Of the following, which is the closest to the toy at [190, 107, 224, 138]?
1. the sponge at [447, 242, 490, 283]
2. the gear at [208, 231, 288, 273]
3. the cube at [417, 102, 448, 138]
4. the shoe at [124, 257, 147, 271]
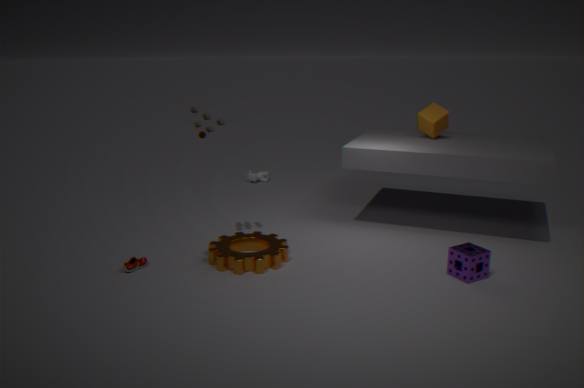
the gear at [208, 231, 288, 273]
